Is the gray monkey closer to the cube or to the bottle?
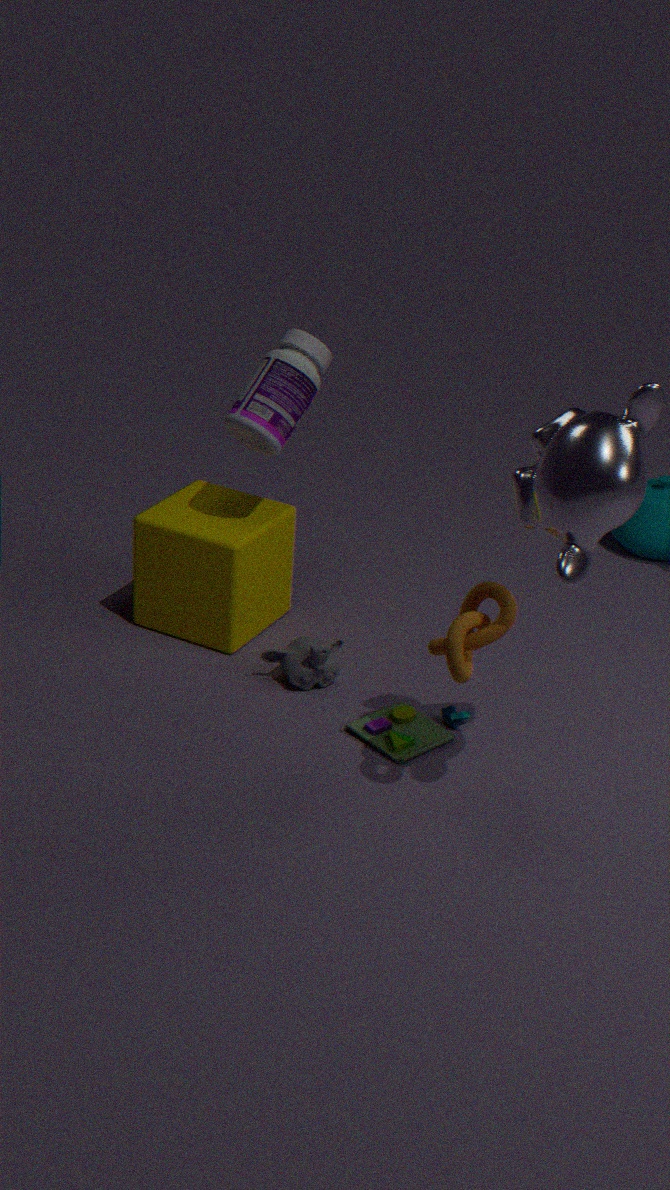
the cube
